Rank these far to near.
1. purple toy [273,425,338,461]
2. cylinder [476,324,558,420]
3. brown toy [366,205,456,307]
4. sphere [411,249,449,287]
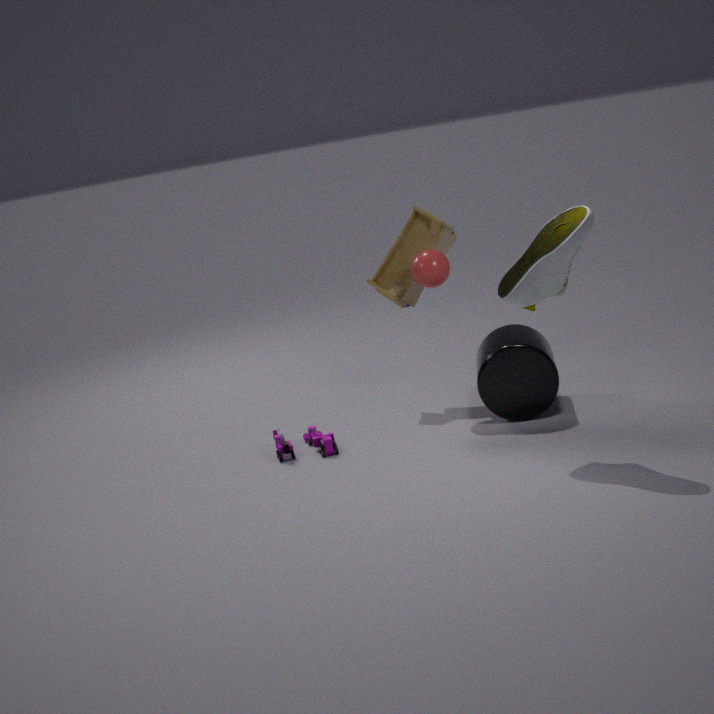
brown toy [366,205,456,307], sphere [411,249,449,287], purple toy [273,425,338,461], cylinder [476,324,558,420]
